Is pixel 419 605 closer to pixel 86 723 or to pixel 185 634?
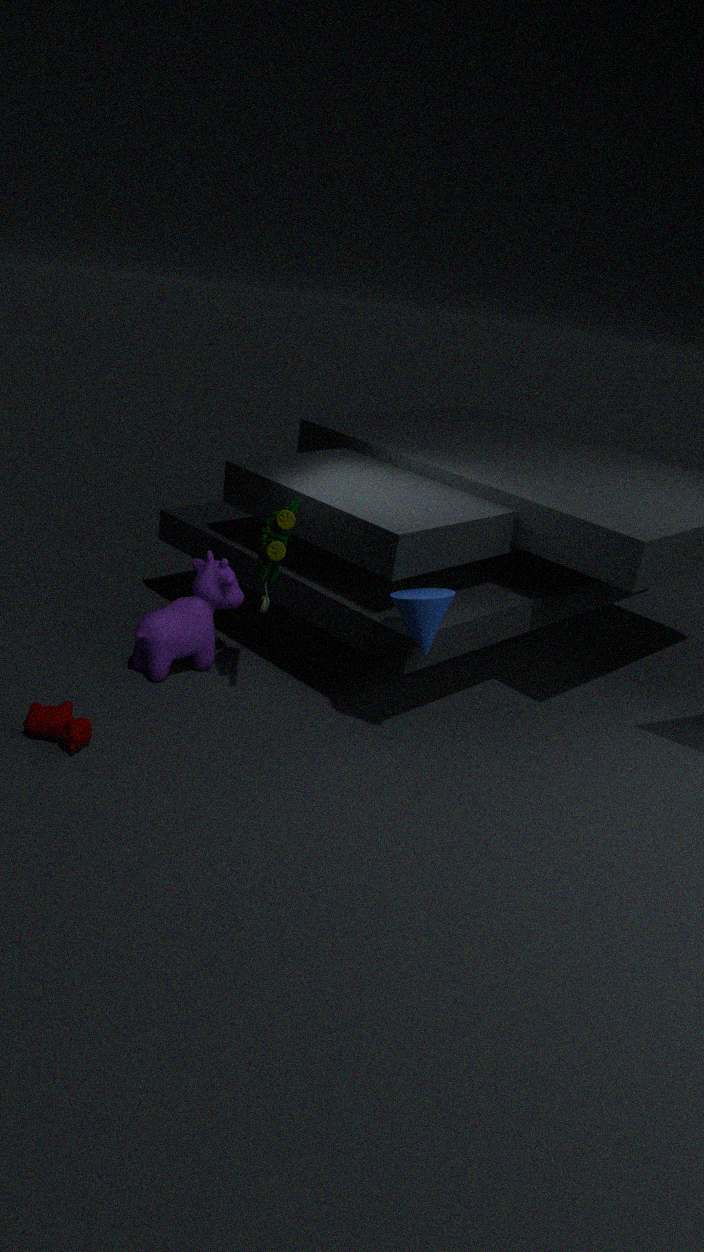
pixel 185 634
